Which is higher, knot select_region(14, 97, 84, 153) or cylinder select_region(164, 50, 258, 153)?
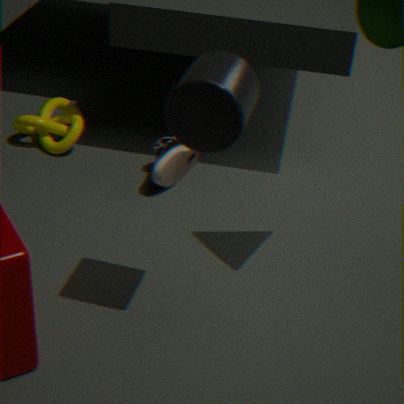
cylinder select_region(164, 50, 258, 153)
